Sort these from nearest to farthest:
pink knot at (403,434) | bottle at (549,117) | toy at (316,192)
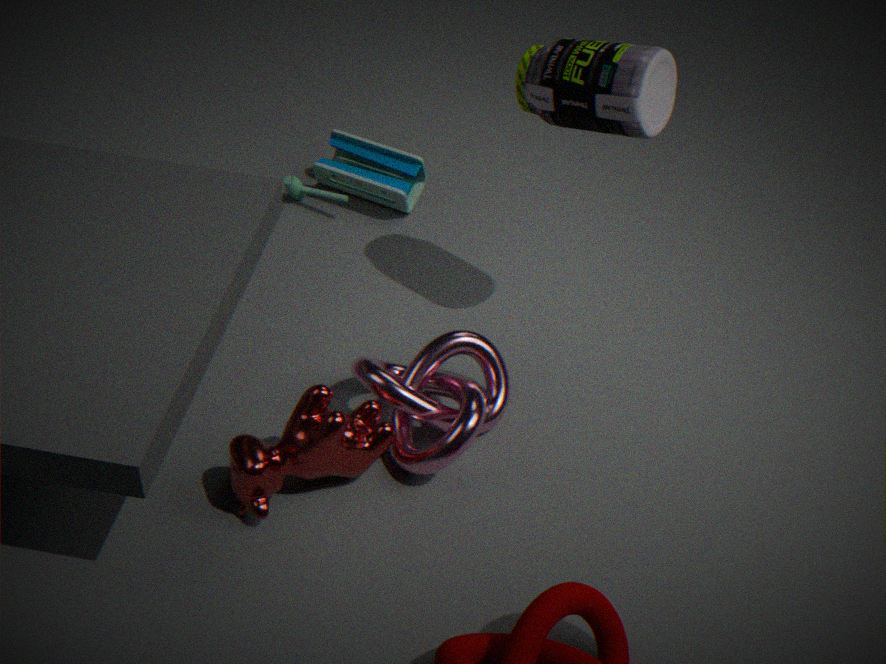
pink knot at (403,434), bottle at (549,117), toy at (316,192)
